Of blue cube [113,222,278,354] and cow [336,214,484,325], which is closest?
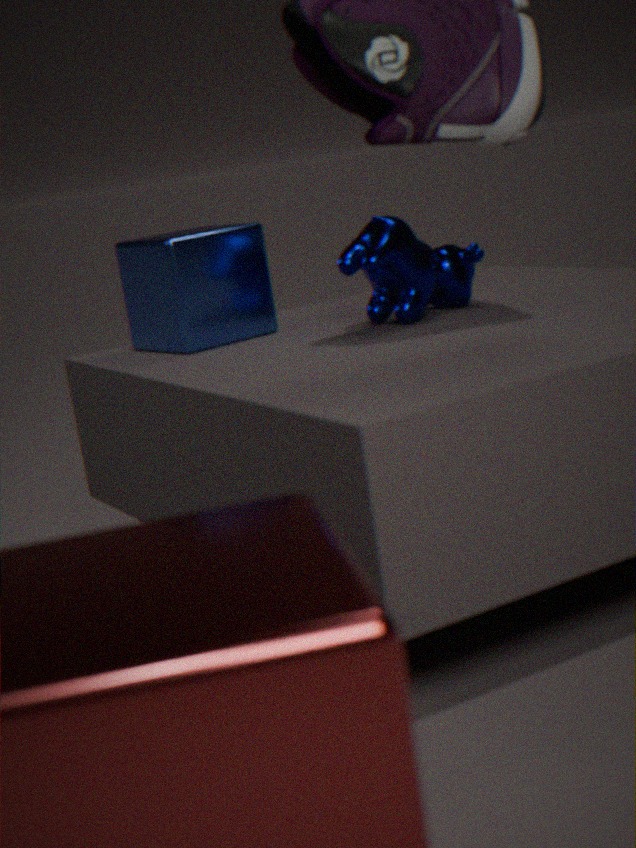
cow [336,214,484,325]
